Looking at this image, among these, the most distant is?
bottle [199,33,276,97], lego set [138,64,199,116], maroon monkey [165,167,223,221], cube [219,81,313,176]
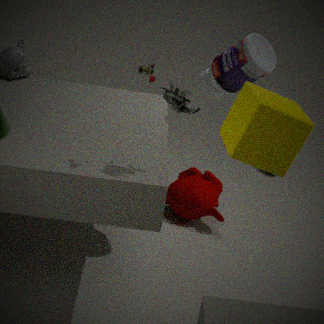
maroon monkey [165,167,223,221]
